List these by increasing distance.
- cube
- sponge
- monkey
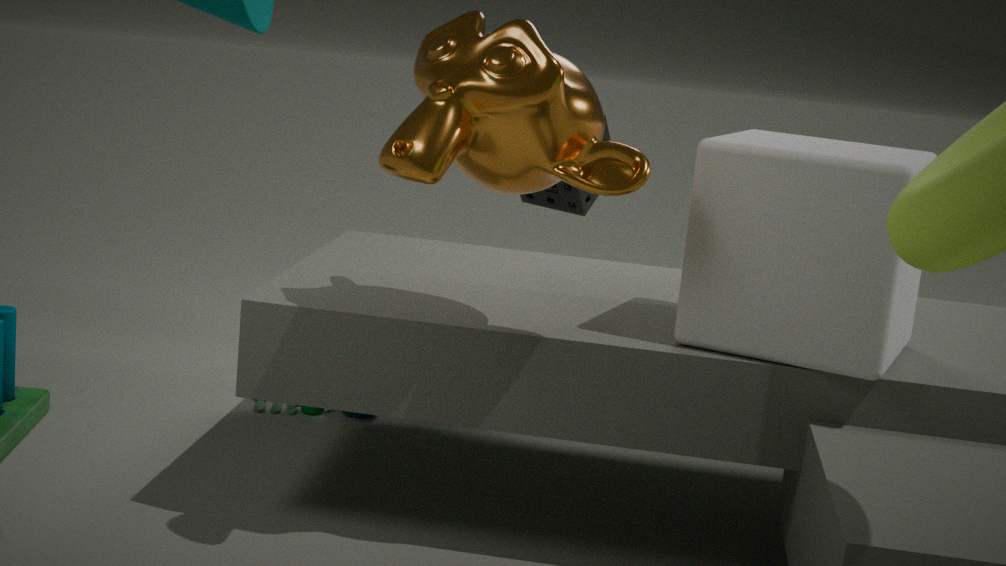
monkey
cube
sponge
